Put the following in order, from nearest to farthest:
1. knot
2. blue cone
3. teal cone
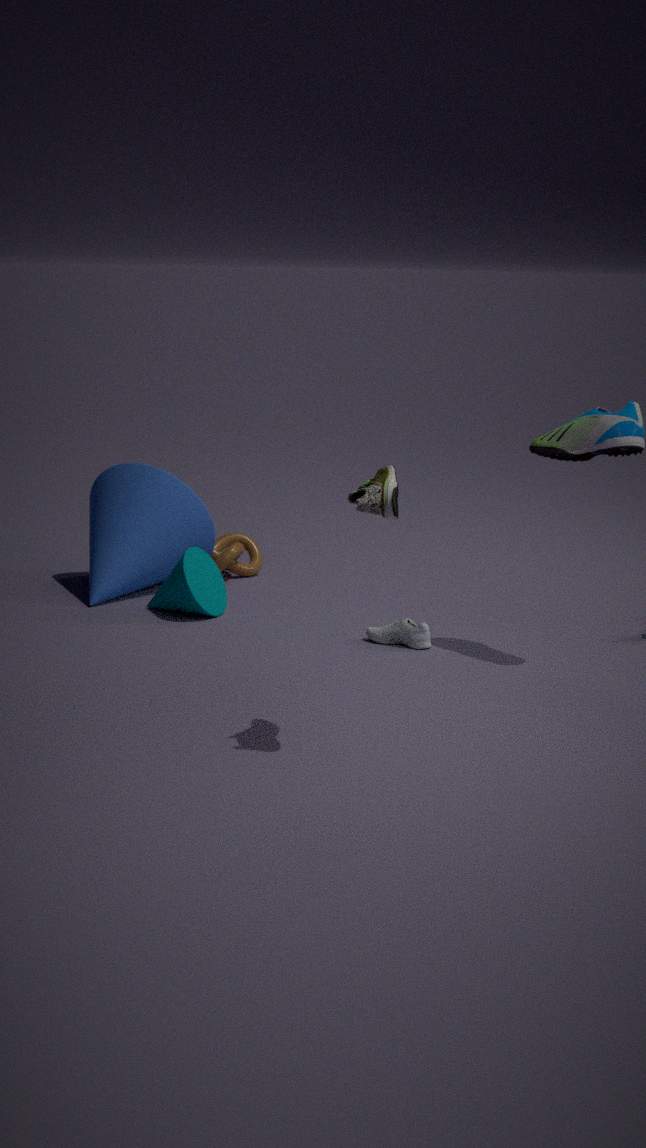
teal cone → blue cone → knot
